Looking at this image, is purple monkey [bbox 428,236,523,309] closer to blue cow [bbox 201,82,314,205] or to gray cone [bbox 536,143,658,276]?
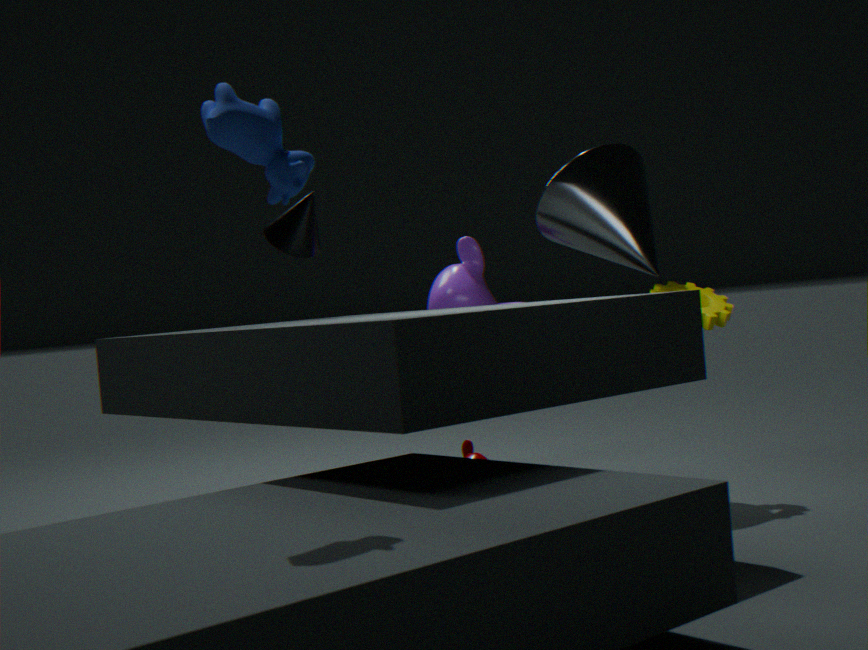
gray cone [bbox 536,143,658,276]
